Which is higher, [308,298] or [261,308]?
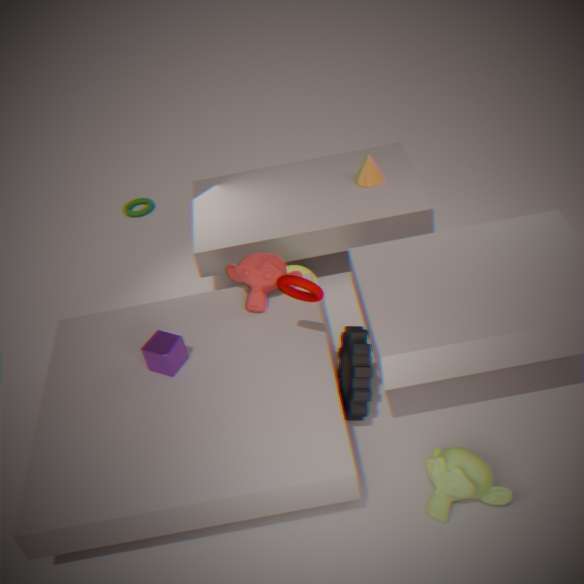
[308,298]
